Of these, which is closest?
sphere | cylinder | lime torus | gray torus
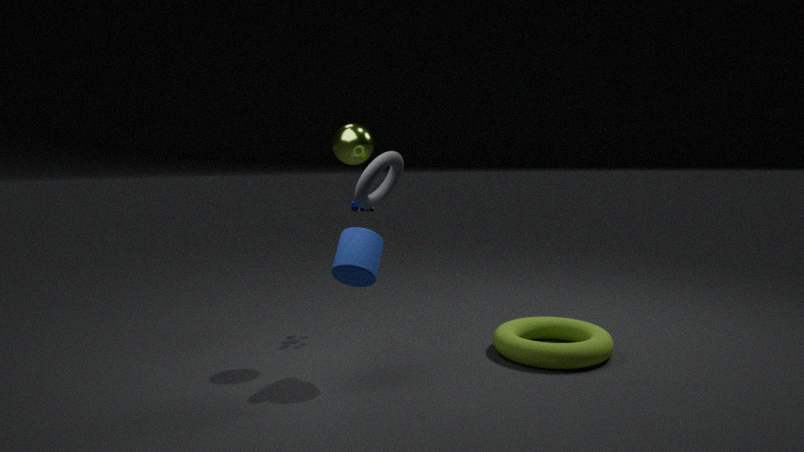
cylinder
